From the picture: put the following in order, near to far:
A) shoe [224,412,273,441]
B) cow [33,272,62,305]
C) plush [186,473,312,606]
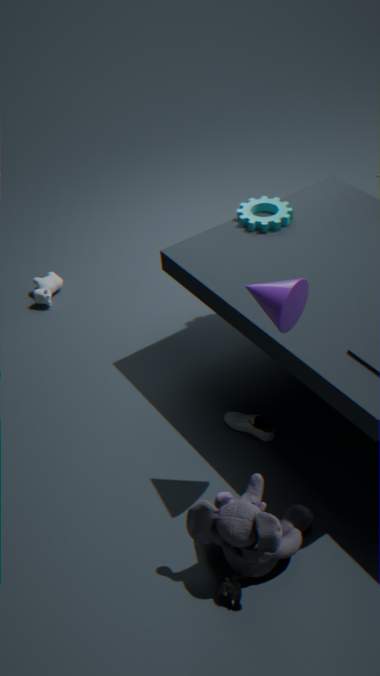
1. plush [186,473,312,606]
2. shoe [224,412,273,441]
3. cow [33,272,62,305]
